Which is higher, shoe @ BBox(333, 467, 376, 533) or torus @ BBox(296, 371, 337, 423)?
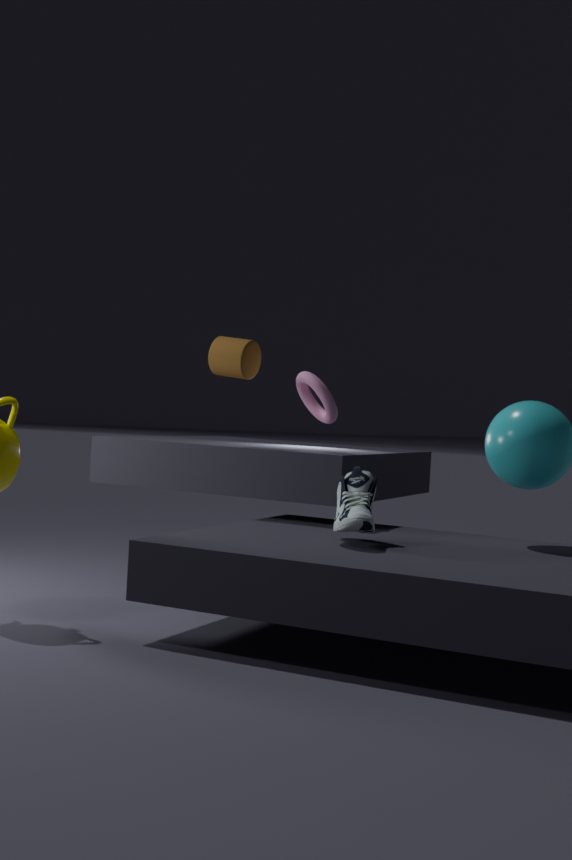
torus @ BBox(296, 371, 337, 423)
